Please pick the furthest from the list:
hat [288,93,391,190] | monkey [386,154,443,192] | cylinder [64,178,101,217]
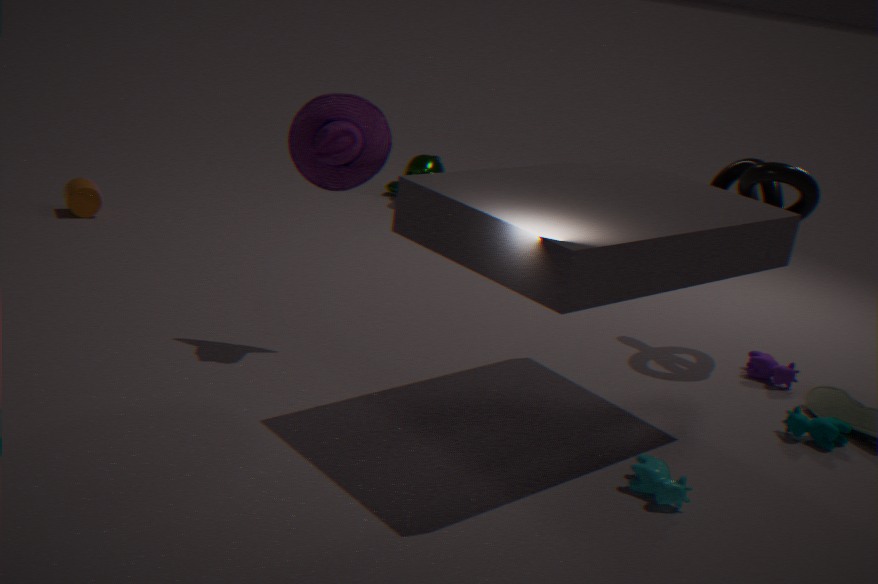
monkey [386,154,443,192]
